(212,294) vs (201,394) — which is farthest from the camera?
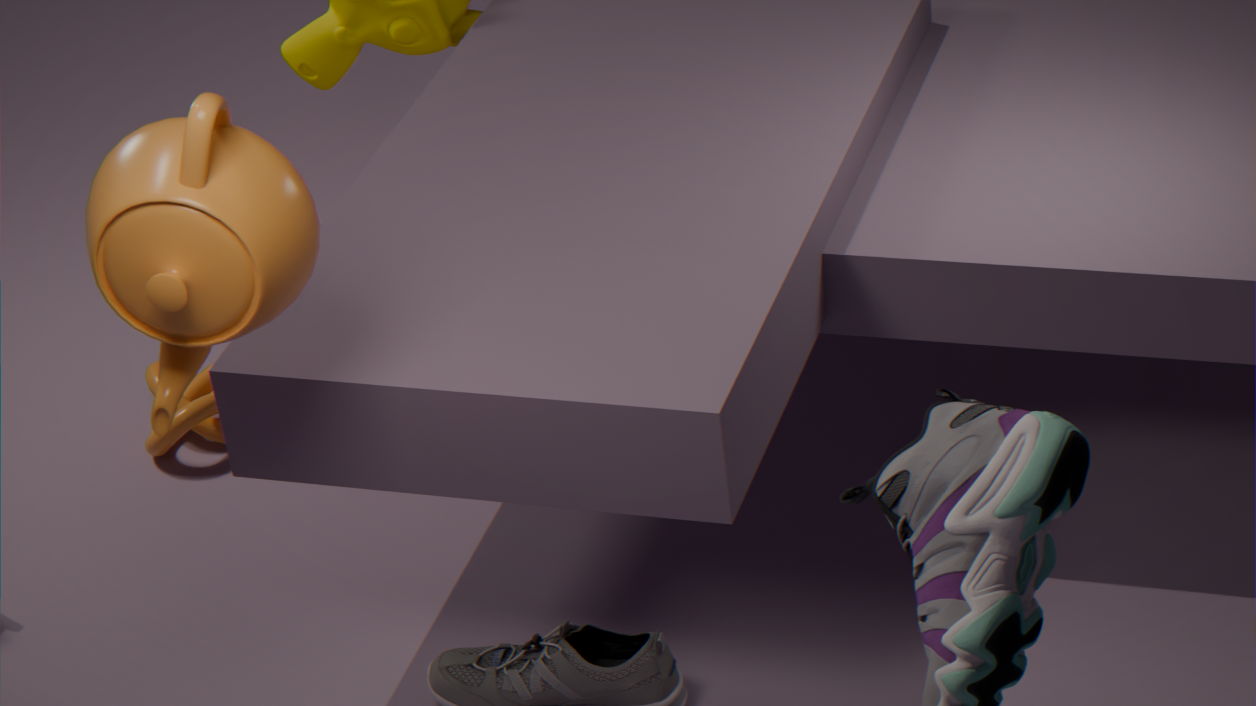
(201,394)
